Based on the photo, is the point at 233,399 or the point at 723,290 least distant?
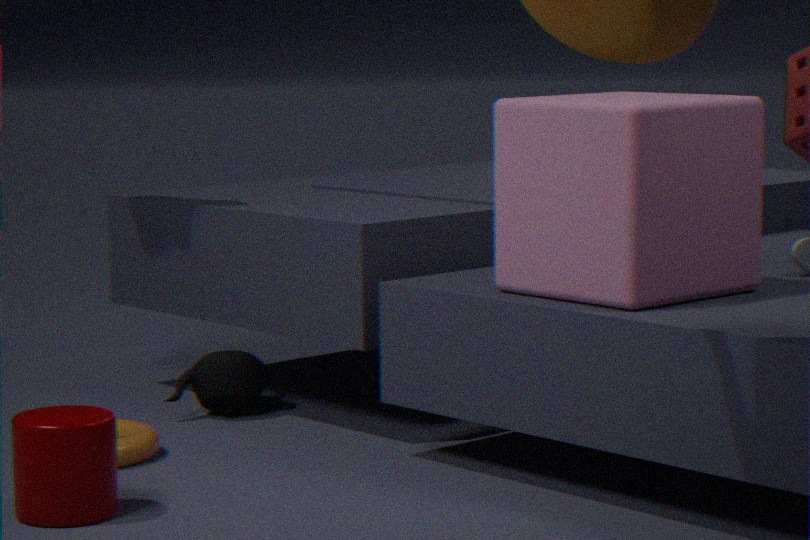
the point at 723,290
